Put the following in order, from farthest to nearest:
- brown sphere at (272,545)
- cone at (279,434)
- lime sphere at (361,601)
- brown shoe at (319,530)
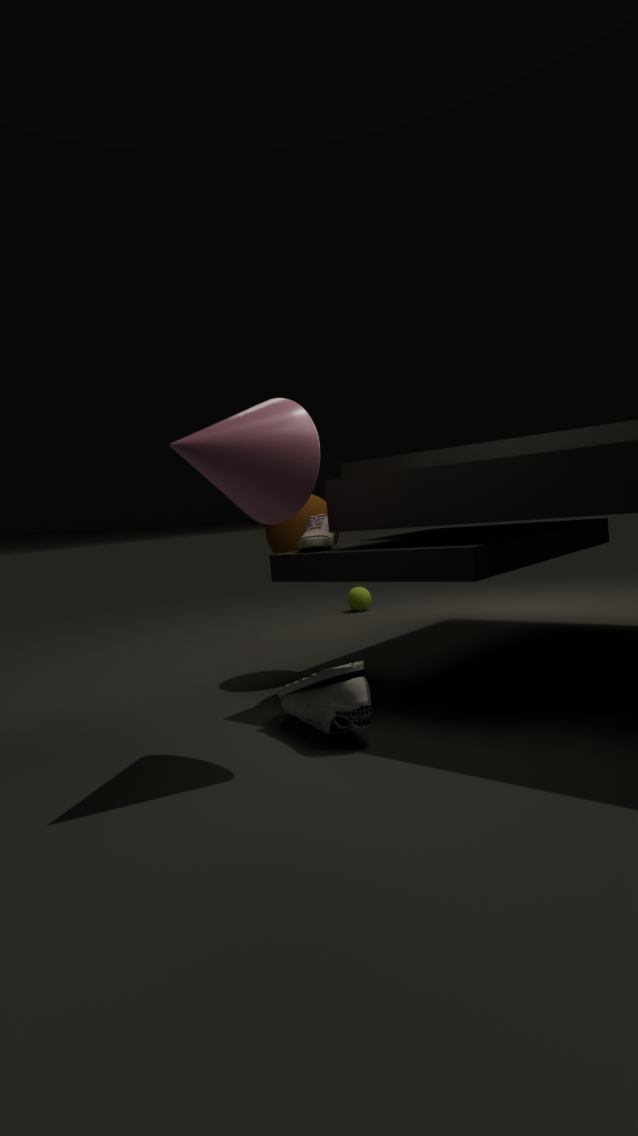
lime sphere at (361,601) → brown sphere at (272,545) → brown shoe at (319,530) → cone at (279,434)
